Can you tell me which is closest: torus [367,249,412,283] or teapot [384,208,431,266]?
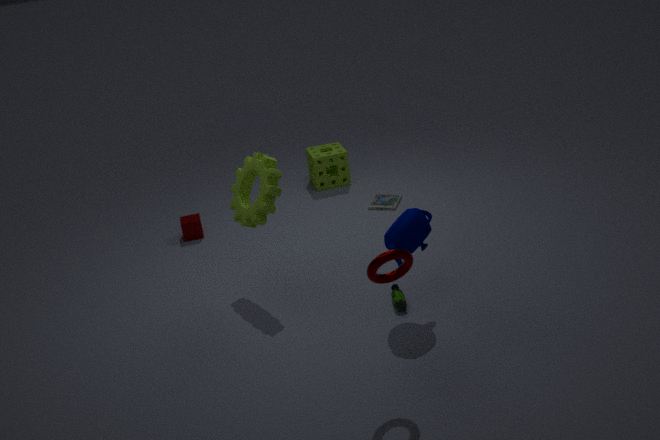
torus [367,249,412,283]
